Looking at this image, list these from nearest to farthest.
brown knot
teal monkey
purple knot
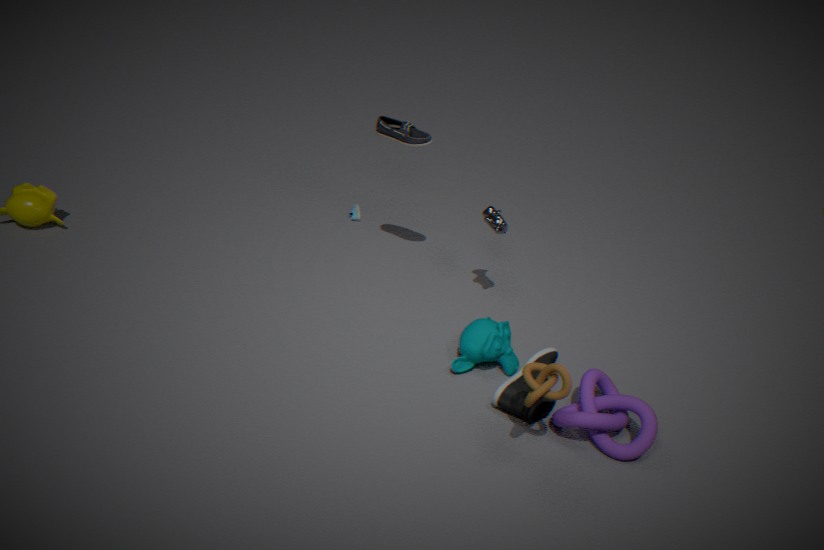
1. brown knot
2. purple knot
3. teal monkey
